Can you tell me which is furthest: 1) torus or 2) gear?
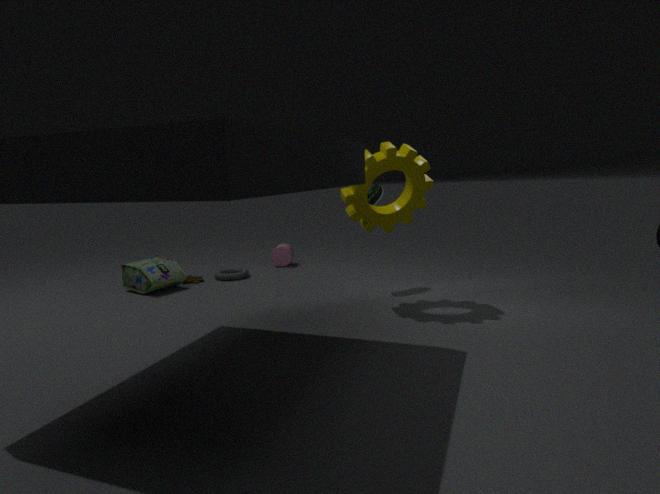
1. torus
